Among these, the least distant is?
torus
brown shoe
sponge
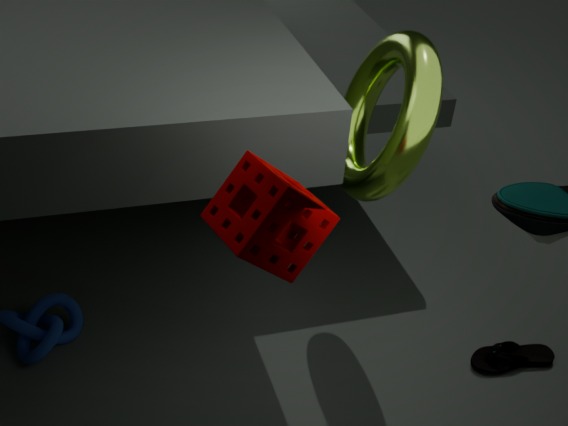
sponge
